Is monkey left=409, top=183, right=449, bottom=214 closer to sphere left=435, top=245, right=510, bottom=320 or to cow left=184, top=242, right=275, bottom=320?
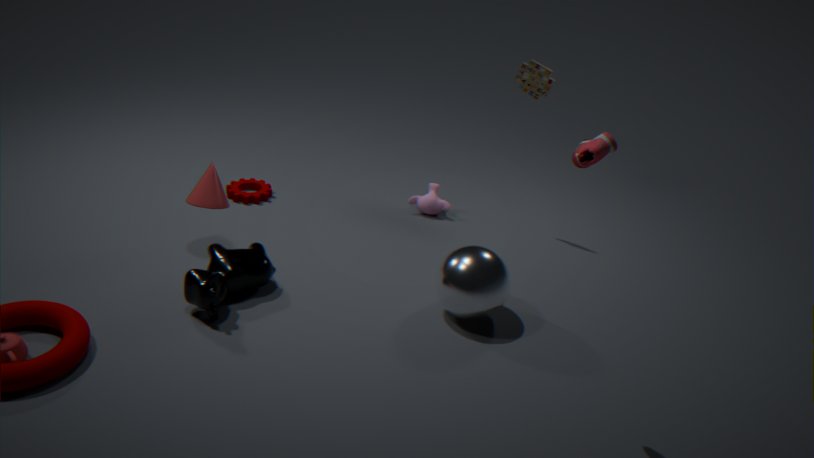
sphere left=435, top=245, right=510, bottom=320
